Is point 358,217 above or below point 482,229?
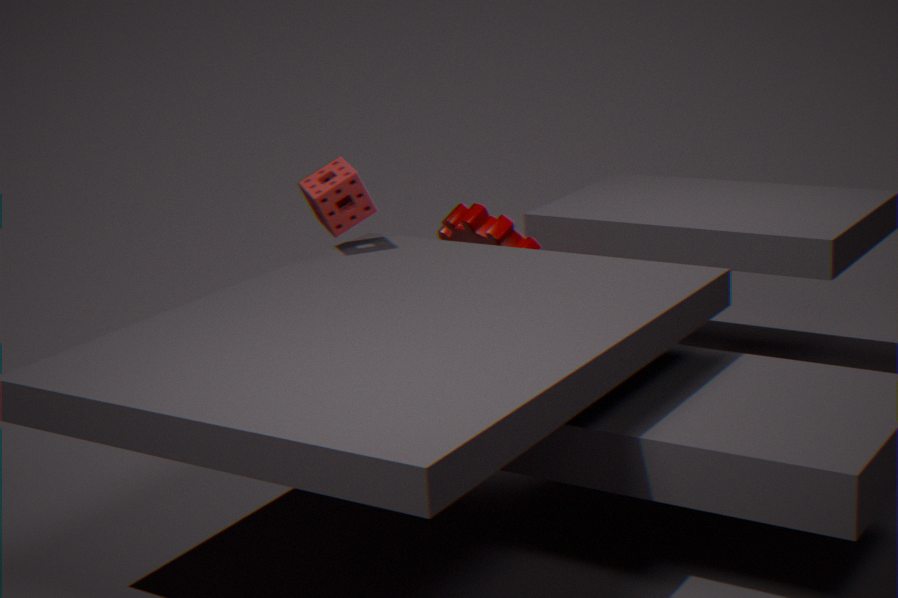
above
